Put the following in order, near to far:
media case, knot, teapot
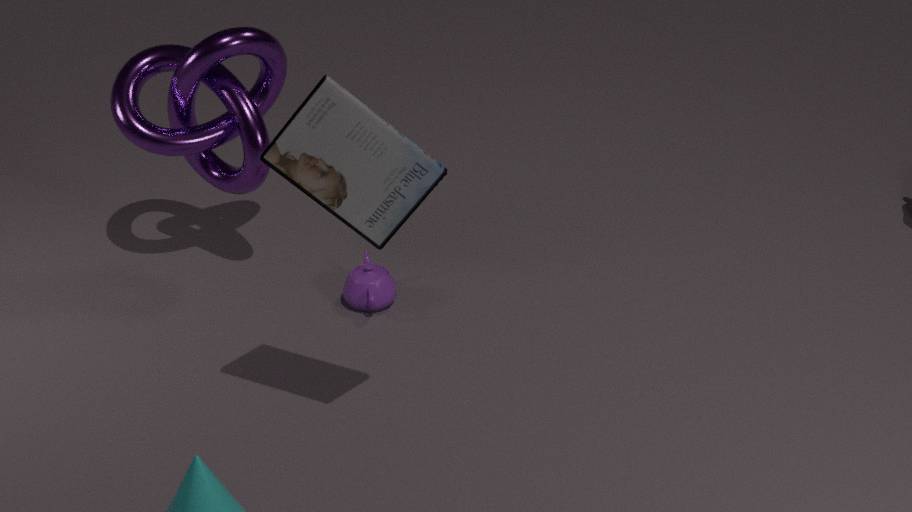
media case
knot
teapot
